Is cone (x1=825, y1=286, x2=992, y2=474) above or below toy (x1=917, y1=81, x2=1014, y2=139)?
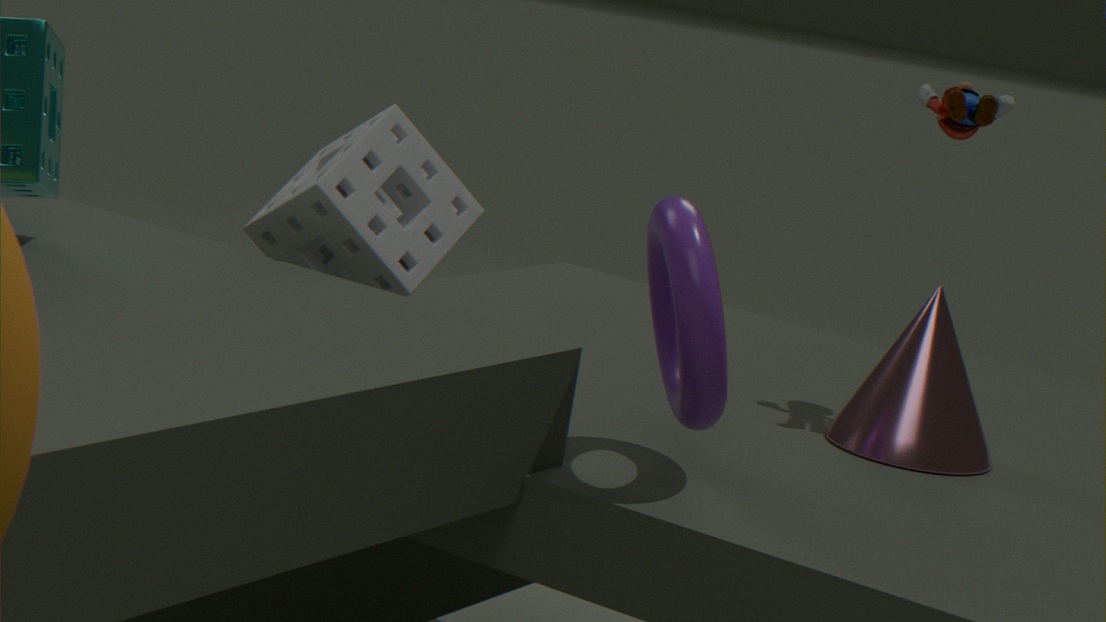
below
